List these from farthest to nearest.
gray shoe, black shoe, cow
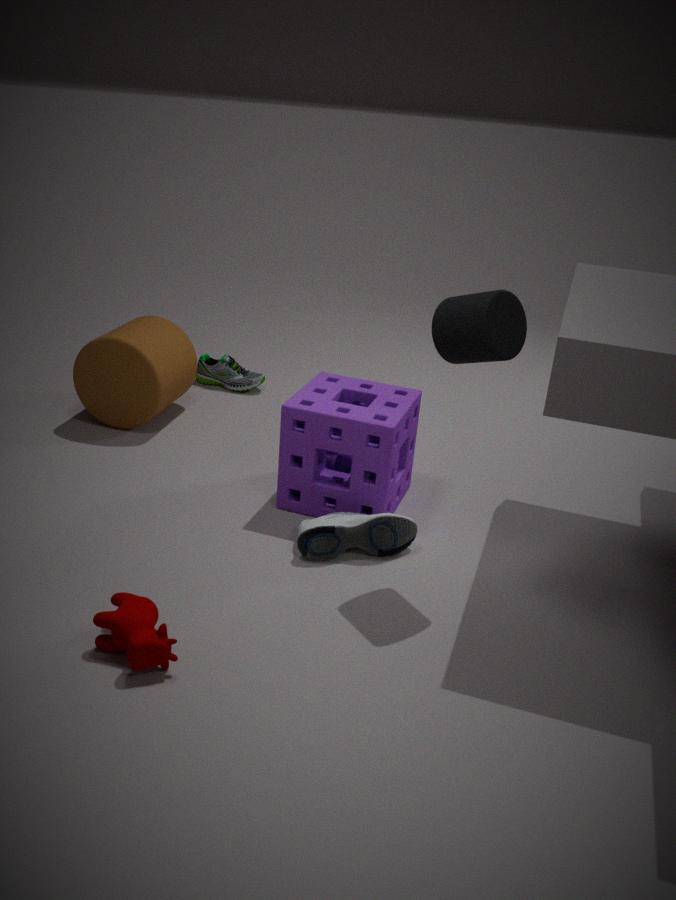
gray shoe
black shoe
cow
